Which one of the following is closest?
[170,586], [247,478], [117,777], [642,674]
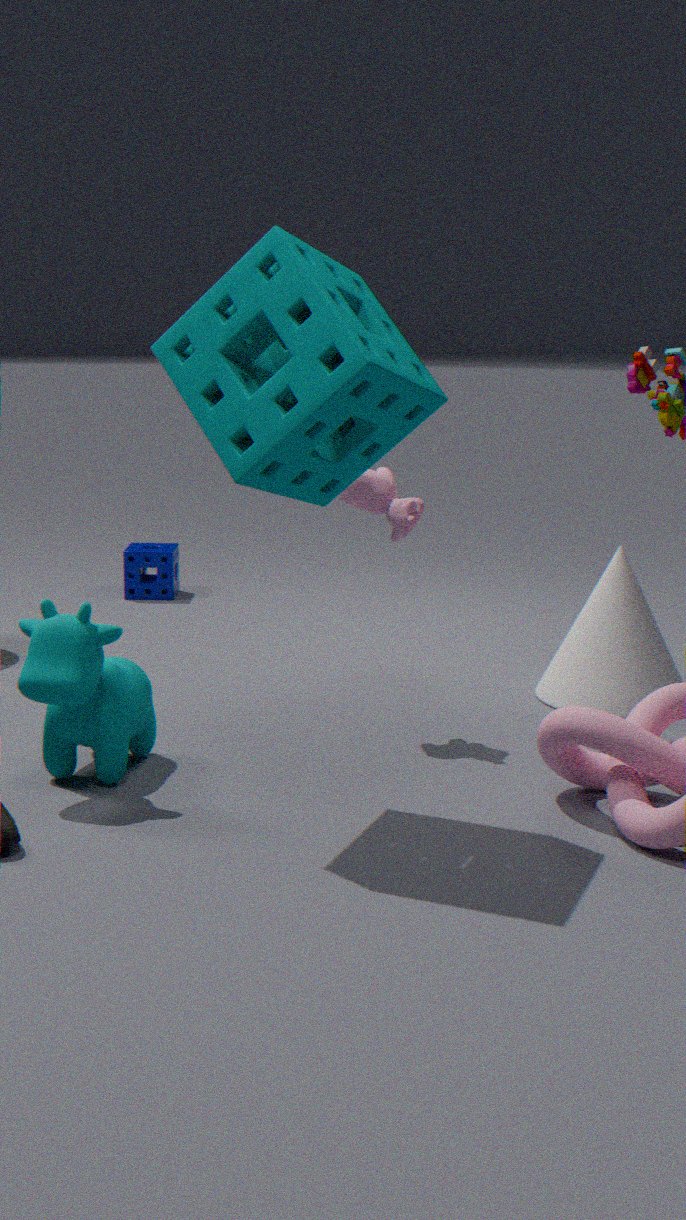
[247,478]
